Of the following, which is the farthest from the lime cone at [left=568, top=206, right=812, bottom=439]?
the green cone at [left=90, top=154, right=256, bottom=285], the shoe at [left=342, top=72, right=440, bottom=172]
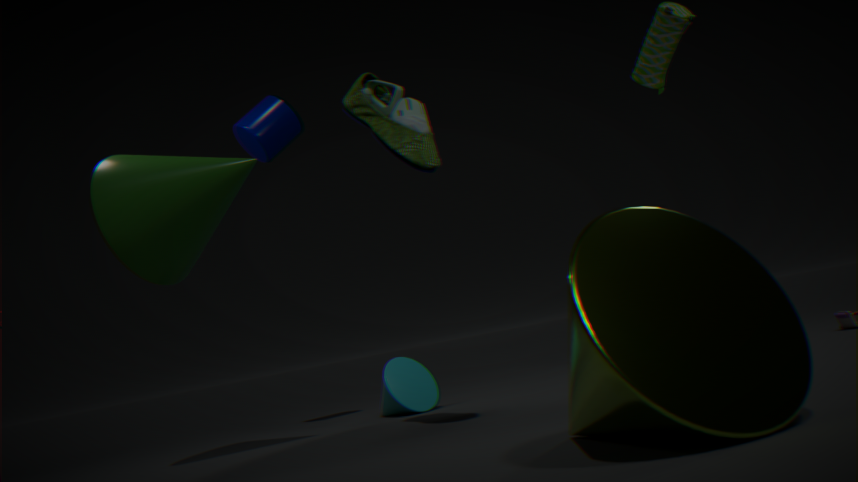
the green cone at [left=90, top=154, right=256, bottom=285]
